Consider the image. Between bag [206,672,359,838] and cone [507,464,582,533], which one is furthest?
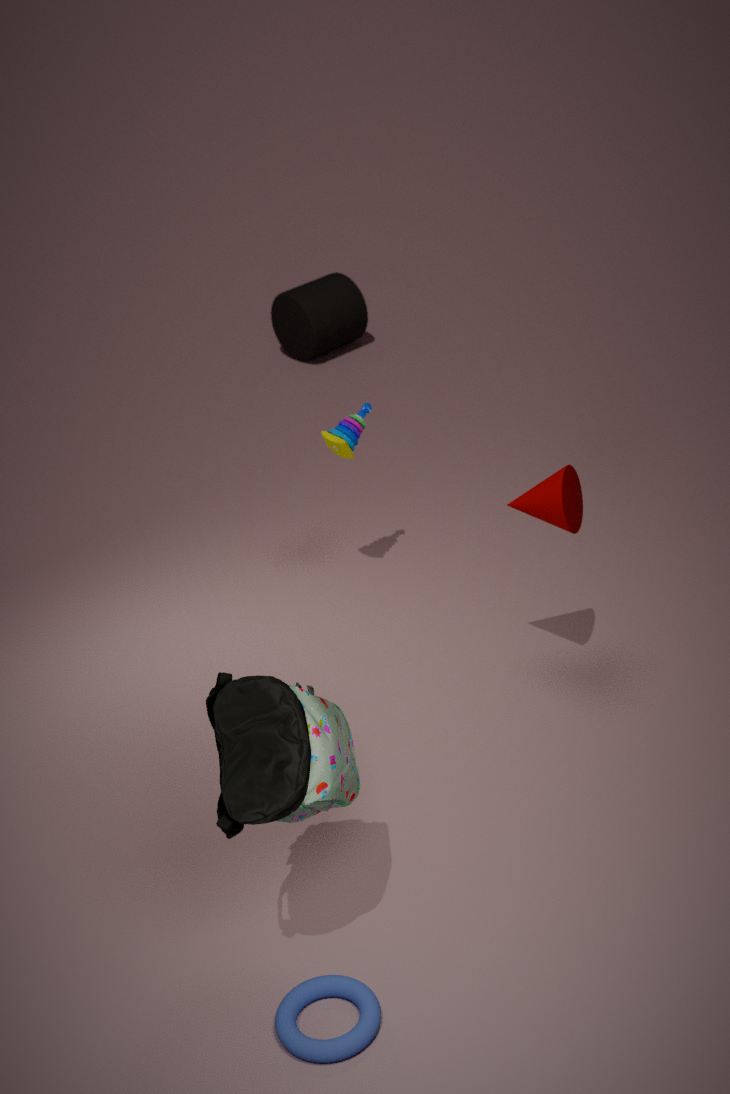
cone [507,464,582,533]
